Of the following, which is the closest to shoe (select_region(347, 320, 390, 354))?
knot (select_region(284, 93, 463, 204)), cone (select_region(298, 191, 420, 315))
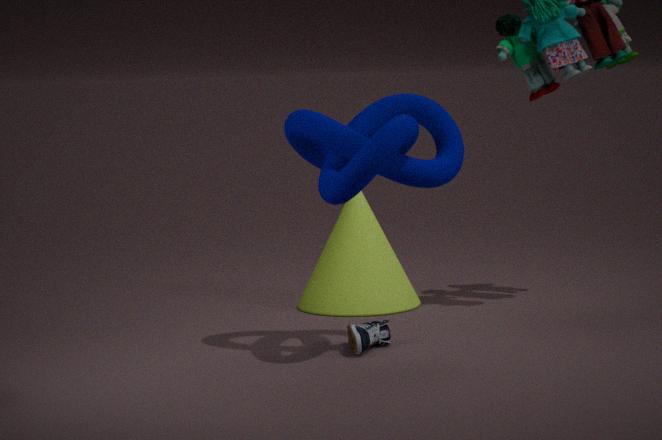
knot (select_region(284, 93, 463, 204))
